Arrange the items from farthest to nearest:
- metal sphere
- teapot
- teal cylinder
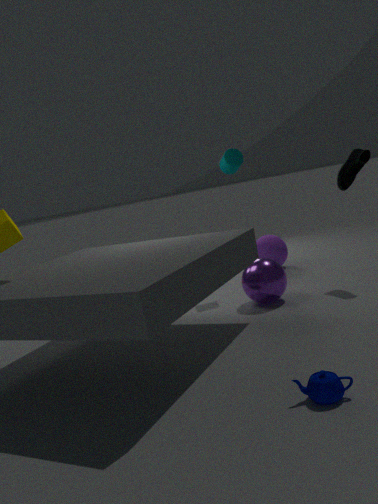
teal cylinder → metal sphere → teapot
